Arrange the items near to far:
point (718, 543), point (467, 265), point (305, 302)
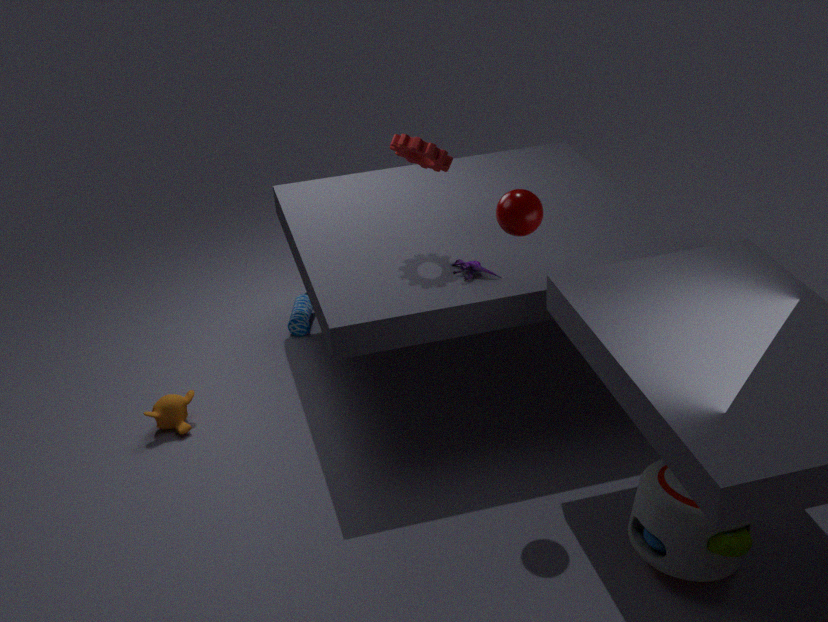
point (718, 543) → point (467, 265) → point (305, 302)
